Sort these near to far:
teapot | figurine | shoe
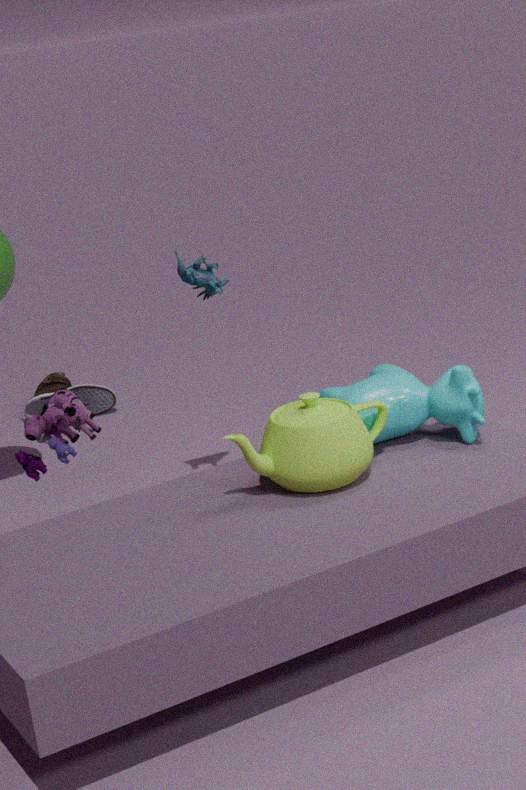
teapot → figurine → shoe
